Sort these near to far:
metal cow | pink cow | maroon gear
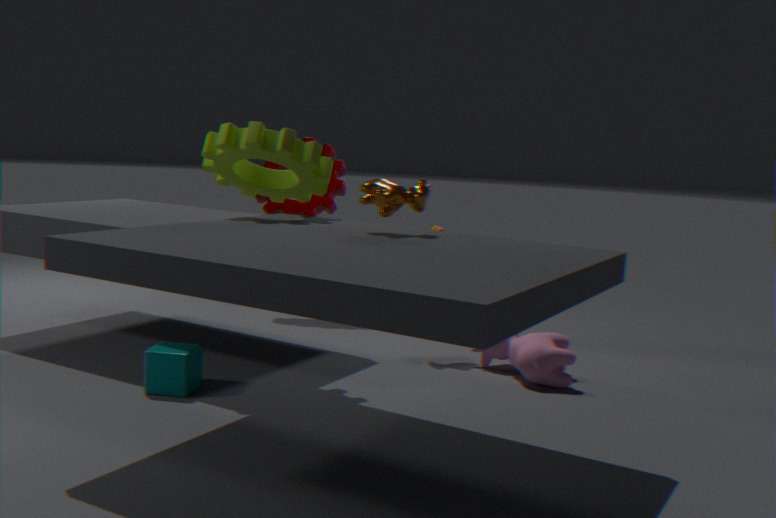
metal cow < pink cow < maroon gear
